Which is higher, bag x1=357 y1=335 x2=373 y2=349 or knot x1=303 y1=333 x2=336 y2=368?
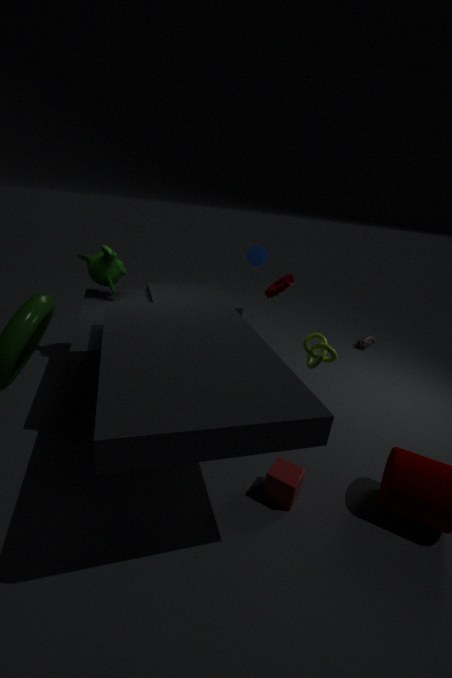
knot x1=303 y1=333 x2=336 y2=368
